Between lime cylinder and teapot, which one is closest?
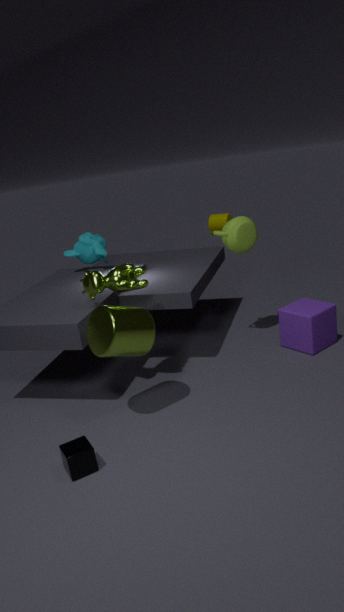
lime cylinder
